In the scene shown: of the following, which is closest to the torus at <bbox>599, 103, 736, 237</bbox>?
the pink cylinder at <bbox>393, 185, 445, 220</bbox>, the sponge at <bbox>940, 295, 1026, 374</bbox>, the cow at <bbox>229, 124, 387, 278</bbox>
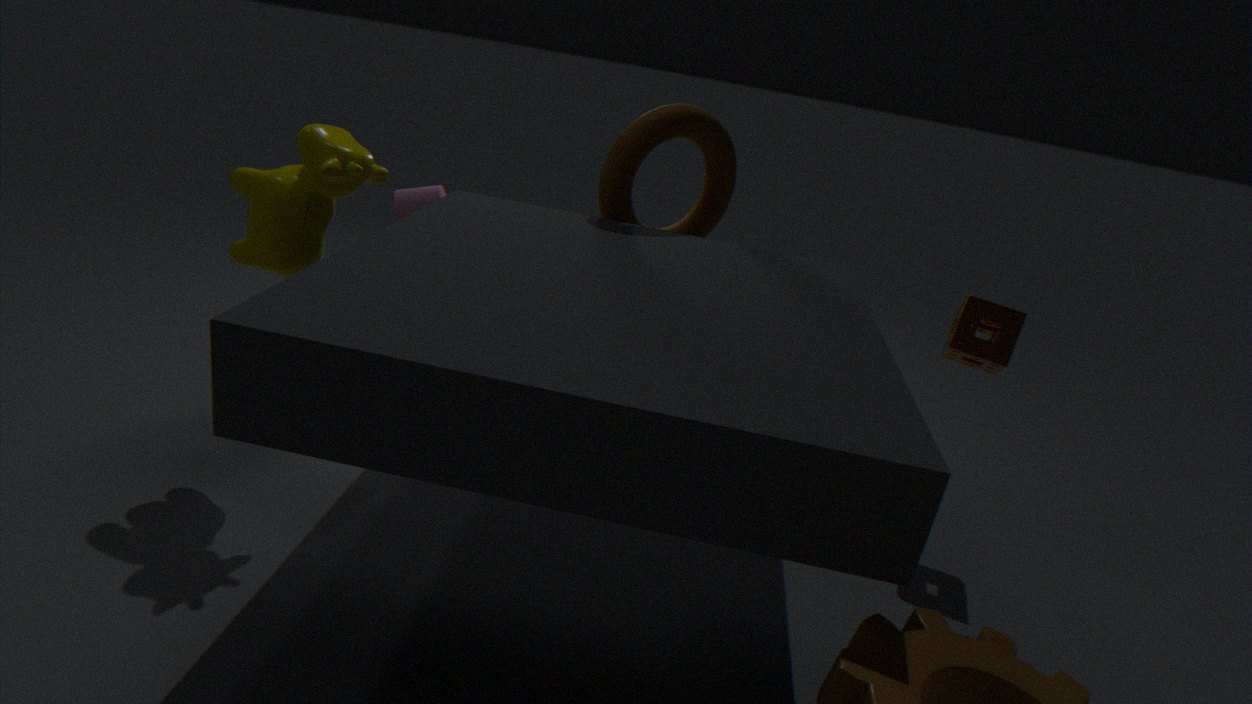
the pink cylinder at <bbox>393, 185, 445, 220</bbox>
